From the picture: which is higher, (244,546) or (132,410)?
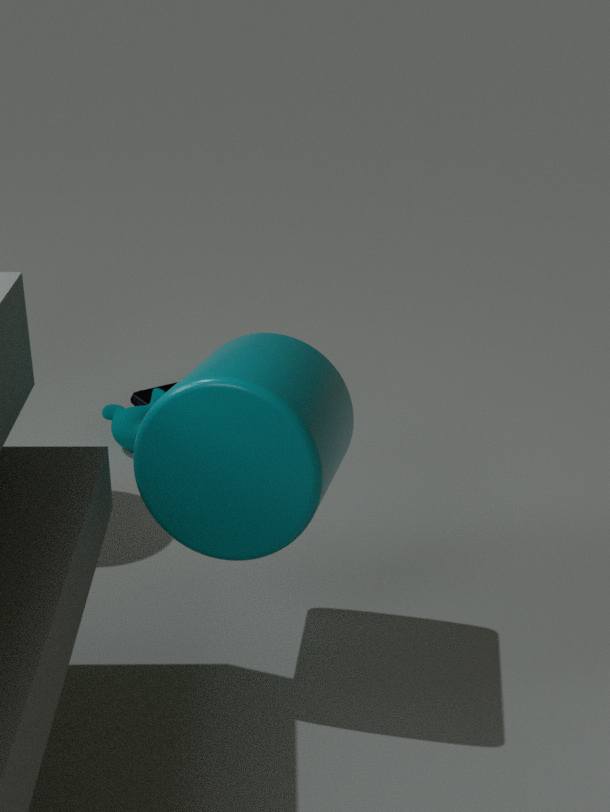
(244,546)
